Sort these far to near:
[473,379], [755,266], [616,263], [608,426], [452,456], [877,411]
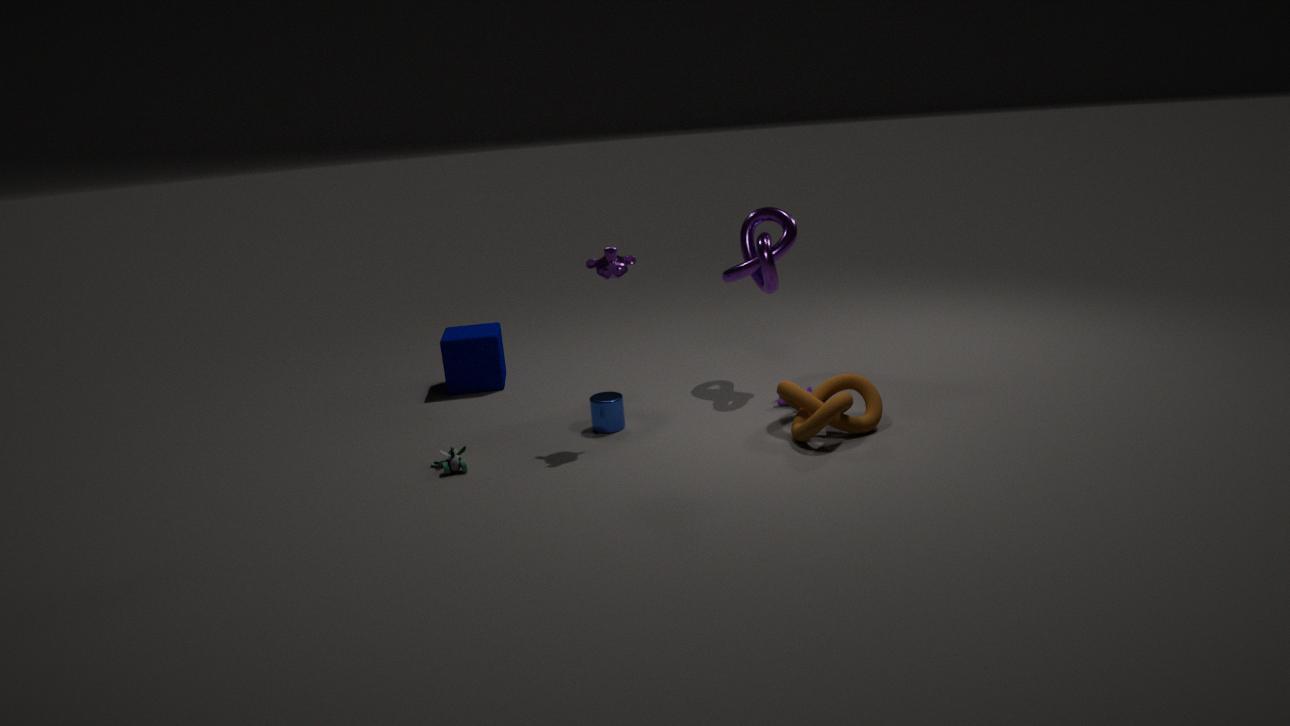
[473,379]
[755,266]
[608,426]
[877,411]
[616,263]
[452,456]
